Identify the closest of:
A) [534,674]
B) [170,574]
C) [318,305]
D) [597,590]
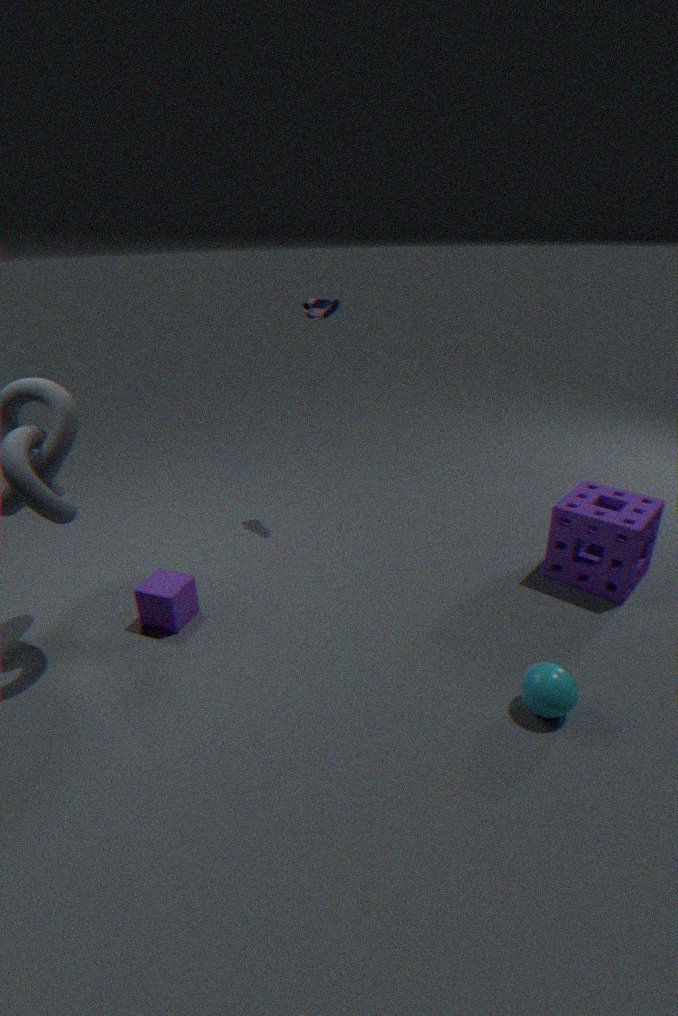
[534,674]
